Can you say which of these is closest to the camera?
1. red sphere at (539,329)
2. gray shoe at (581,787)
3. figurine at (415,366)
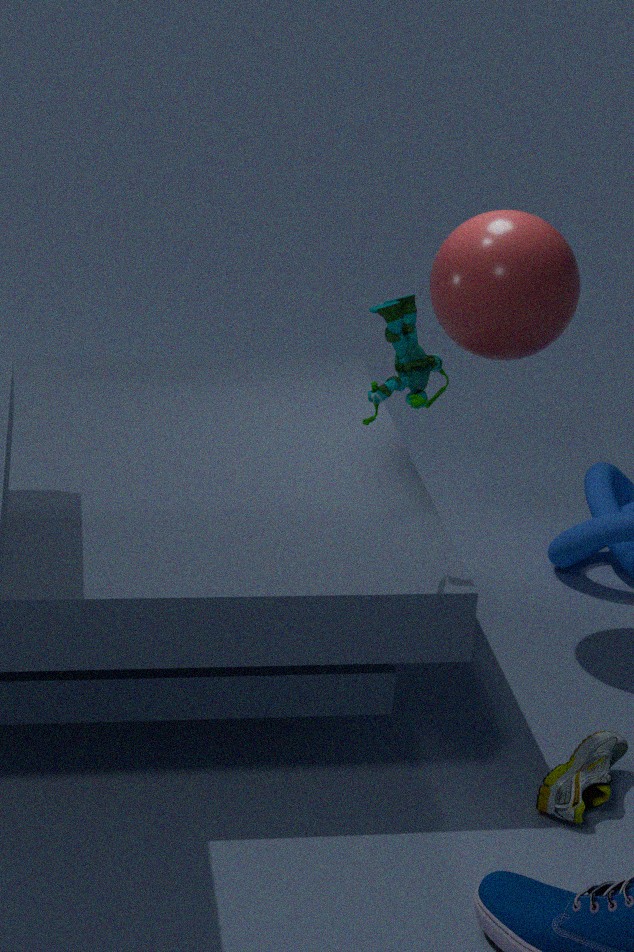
figurine at (415,366)
